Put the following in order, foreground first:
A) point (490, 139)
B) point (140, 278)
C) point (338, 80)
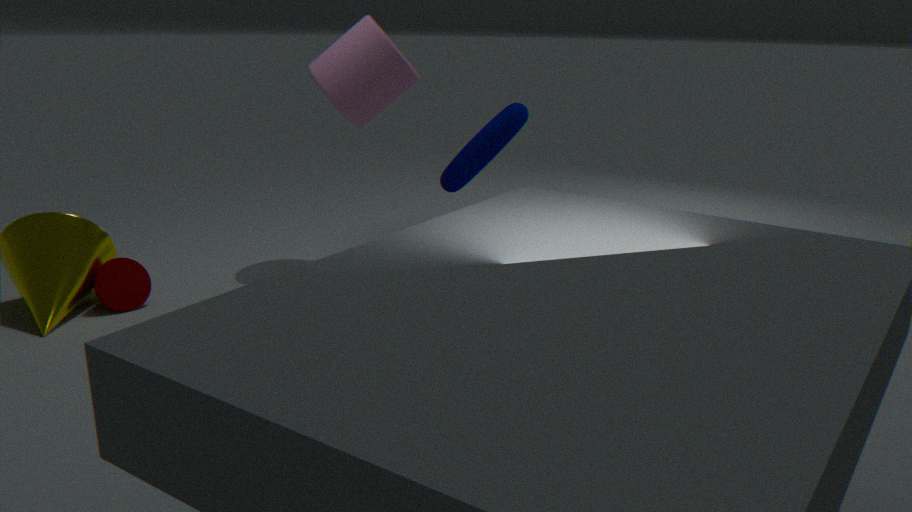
1. point (140, 278)
2. point (338, 80)
3. point (490, 139)
